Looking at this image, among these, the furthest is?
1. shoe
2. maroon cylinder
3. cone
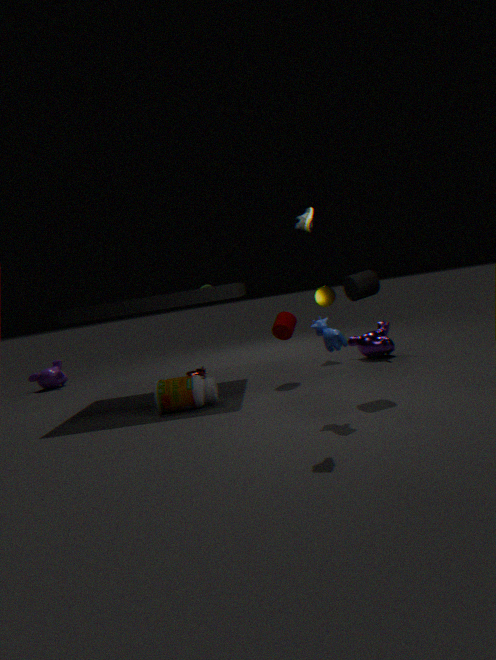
cone
